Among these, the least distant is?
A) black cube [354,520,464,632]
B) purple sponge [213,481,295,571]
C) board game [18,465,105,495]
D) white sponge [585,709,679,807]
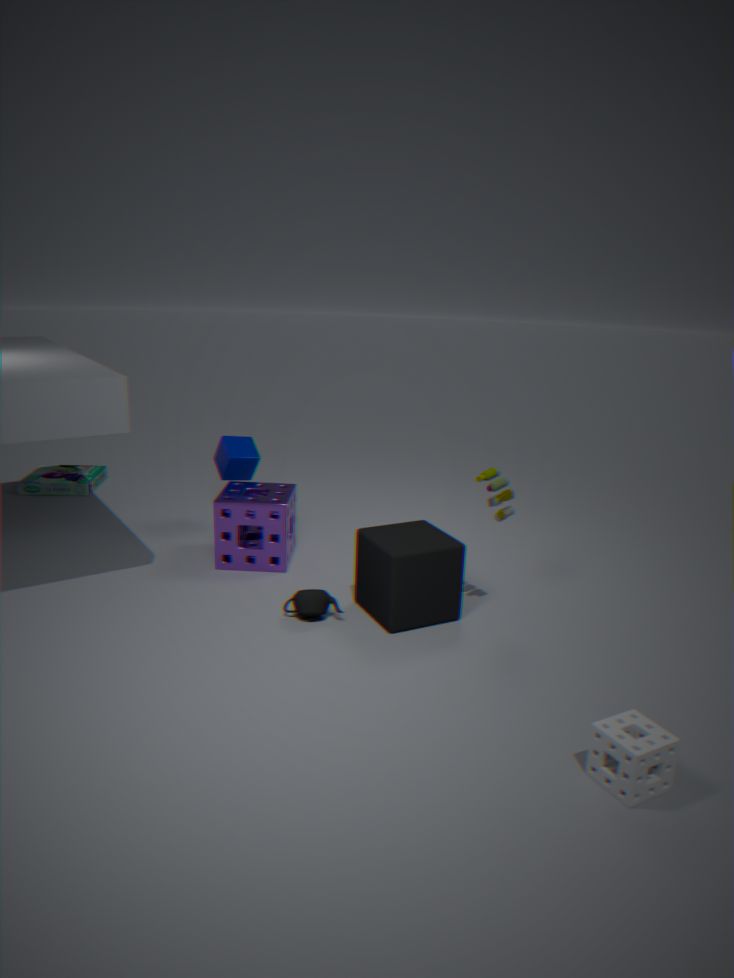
white sponge [585,709,679,807]
